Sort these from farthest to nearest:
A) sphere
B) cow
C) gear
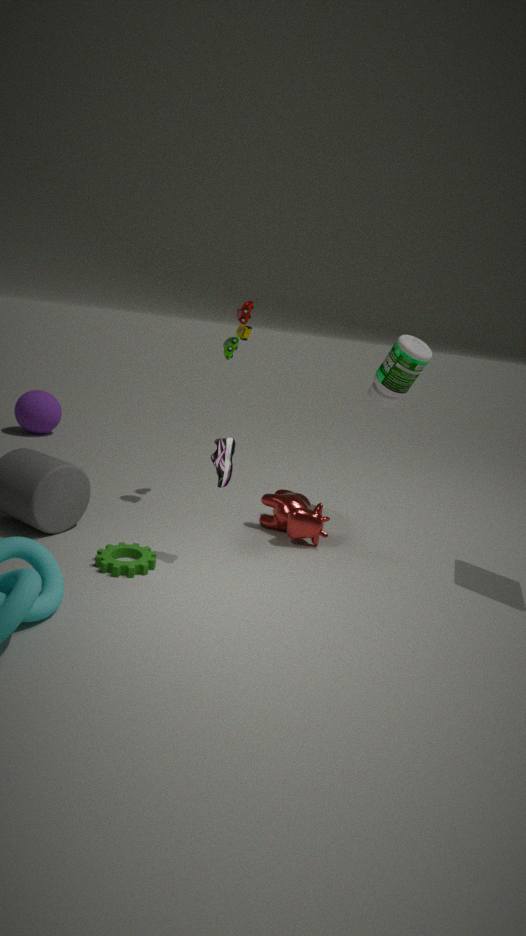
sphere → cow → gear
